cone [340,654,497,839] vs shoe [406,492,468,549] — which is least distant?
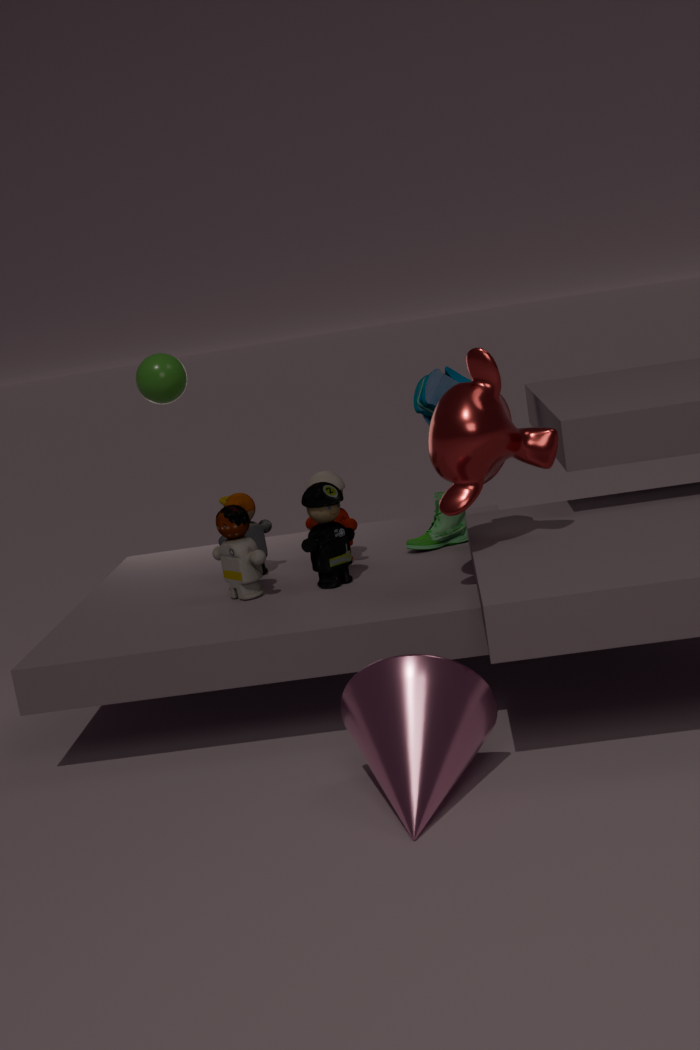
cone [340,654,497,839]
